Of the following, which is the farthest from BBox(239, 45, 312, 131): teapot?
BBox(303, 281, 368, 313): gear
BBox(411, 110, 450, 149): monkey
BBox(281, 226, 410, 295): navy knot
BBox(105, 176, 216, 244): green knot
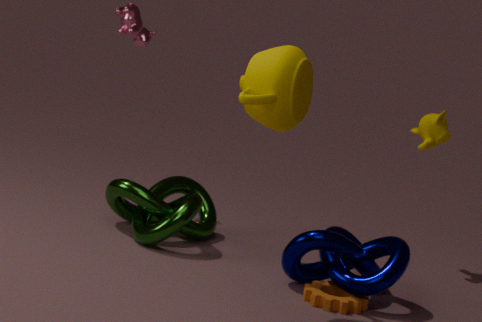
BBox(411, 110, 450, 149): monkey
